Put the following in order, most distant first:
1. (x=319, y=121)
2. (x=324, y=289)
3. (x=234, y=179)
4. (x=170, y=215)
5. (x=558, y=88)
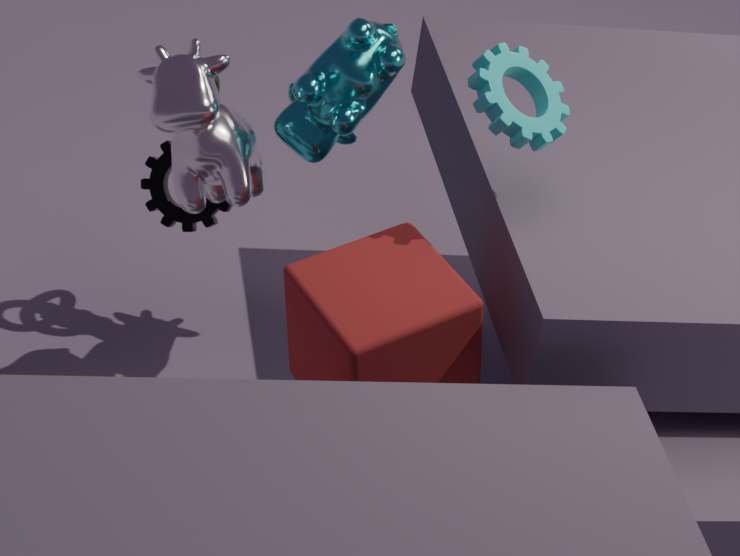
(x=170, y=215) → (x=319, y=121) → (x=234, y=179) → (x=558, y=88) → (x=324, y=289)
